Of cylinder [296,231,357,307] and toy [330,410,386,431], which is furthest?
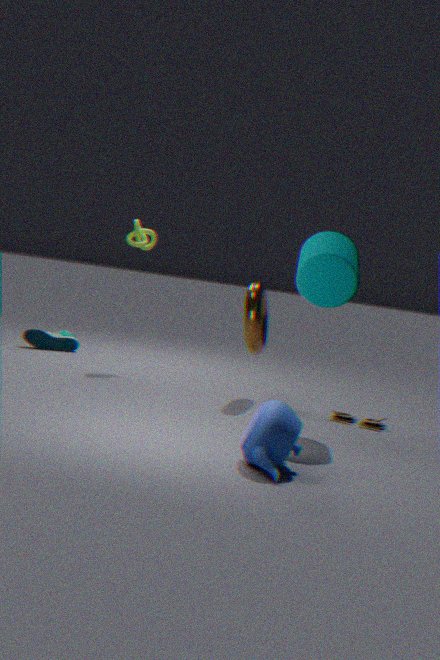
toy [330,410,386,431]
